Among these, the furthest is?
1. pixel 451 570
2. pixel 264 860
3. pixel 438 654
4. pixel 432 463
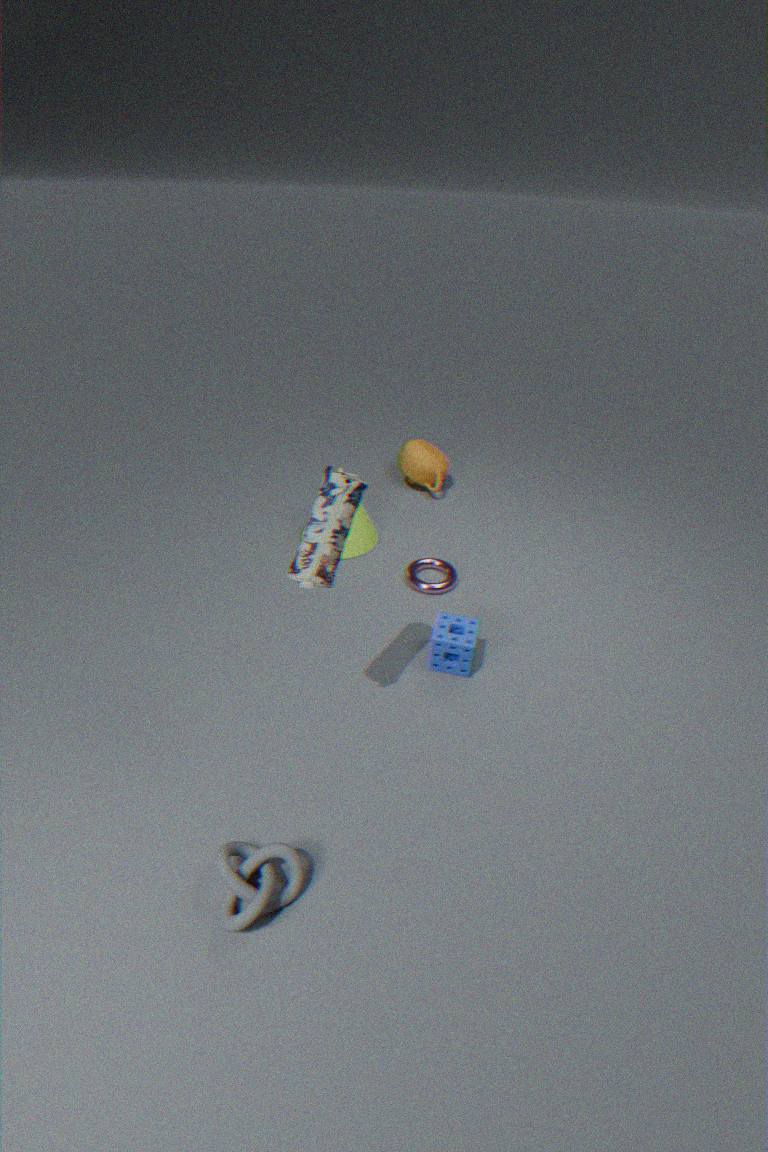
pixel 432 463
